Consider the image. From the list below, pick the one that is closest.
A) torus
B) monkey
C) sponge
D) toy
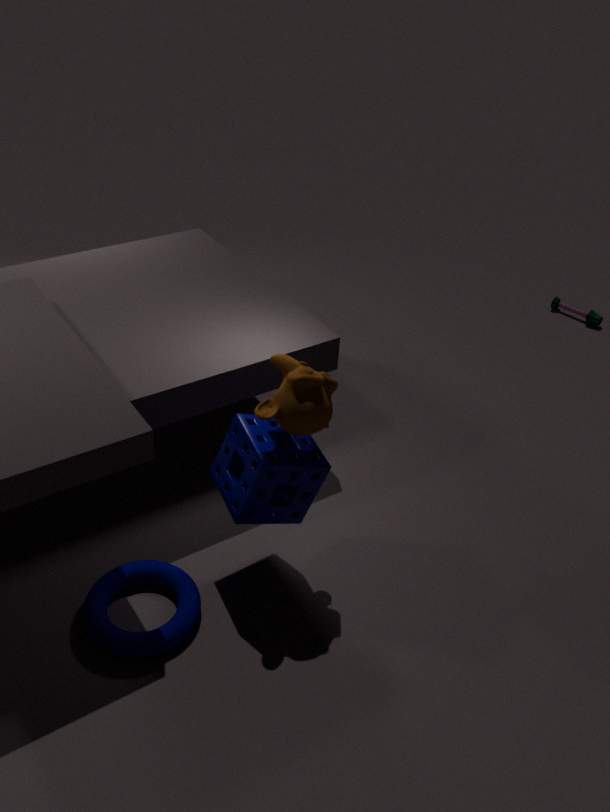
monkey
